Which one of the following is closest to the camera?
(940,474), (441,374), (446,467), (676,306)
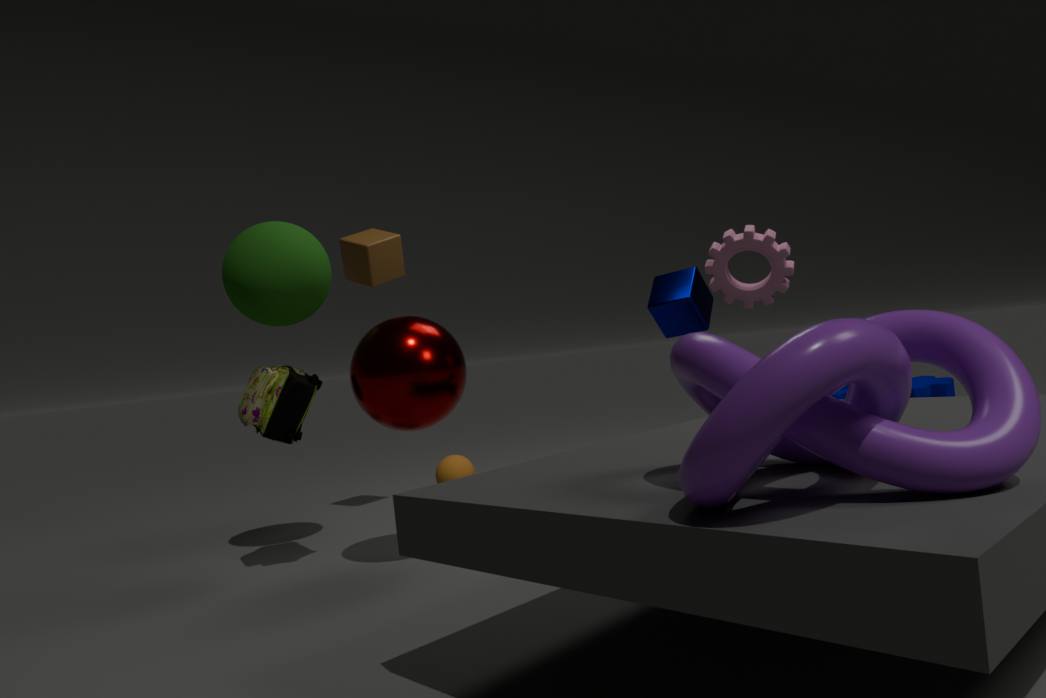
(940,474)
